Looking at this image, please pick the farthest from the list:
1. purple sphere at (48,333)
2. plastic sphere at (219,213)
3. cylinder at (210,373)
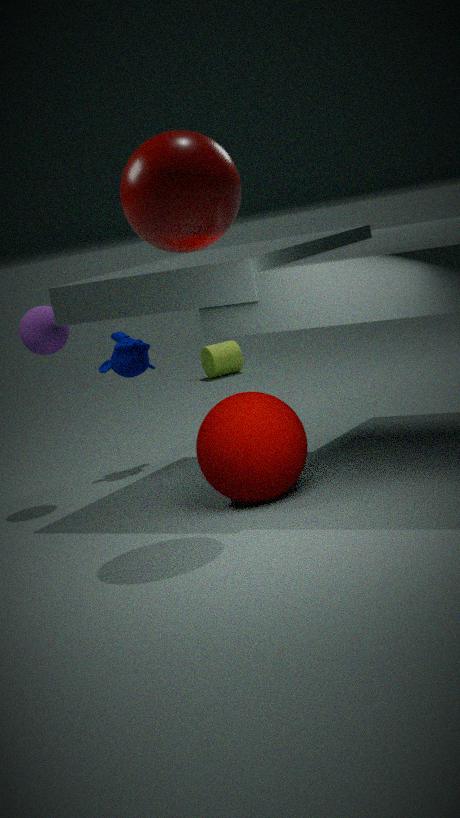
cylinder at (210,373)
